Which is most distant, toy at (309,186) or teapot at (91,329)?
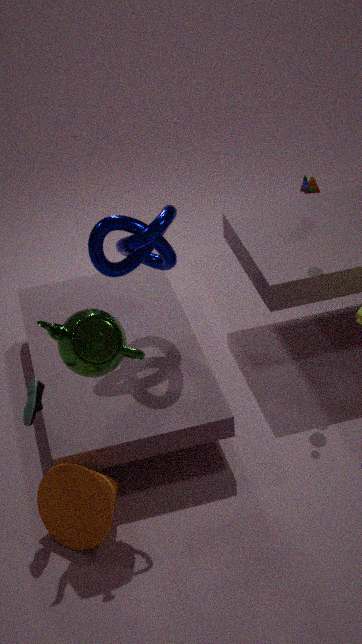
toy at (309,186)
